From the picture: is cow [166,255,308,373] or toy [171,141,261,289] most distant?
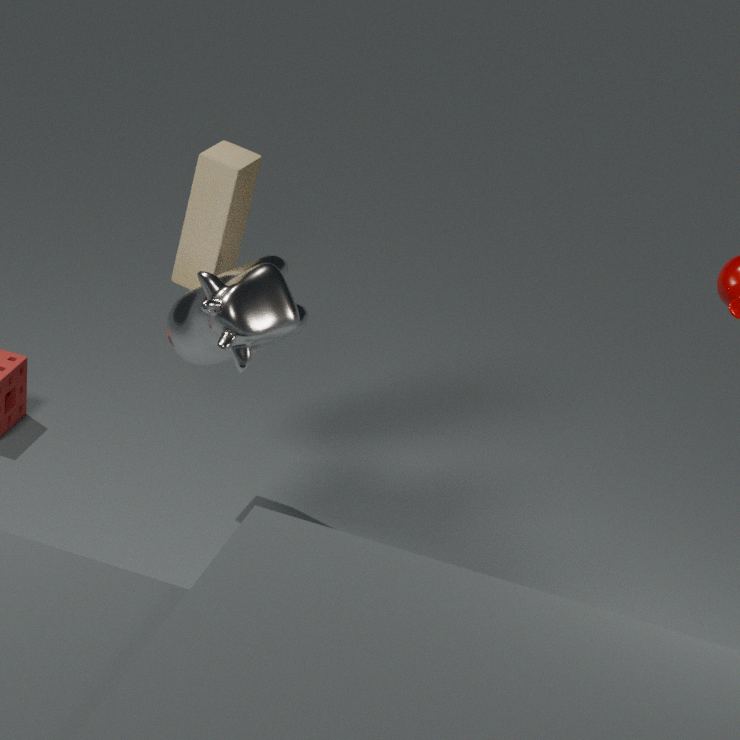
Result: toy [171,141,261,289]
